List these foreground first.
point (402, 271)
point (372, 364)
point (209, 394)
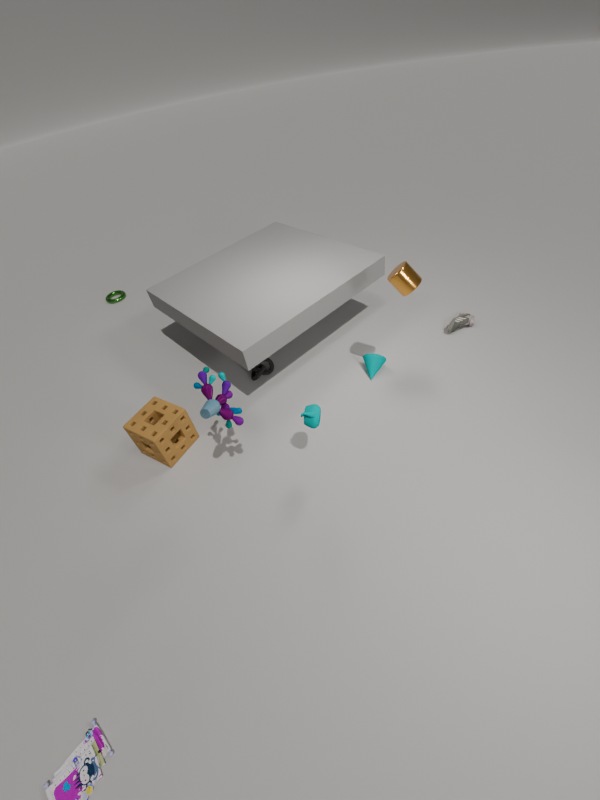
point (209, 394)
point (402, 271)
point (372, 364)
